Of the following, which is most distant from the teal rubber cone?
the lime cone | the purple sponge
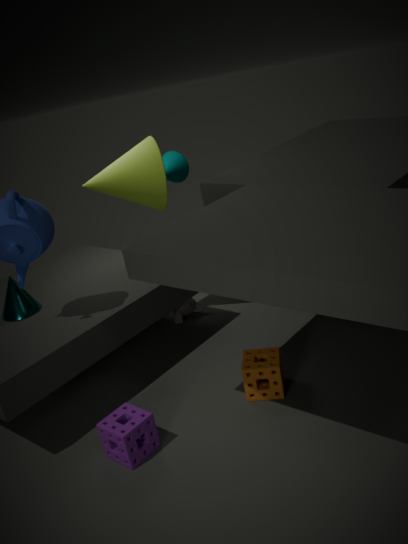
the purple sponge
